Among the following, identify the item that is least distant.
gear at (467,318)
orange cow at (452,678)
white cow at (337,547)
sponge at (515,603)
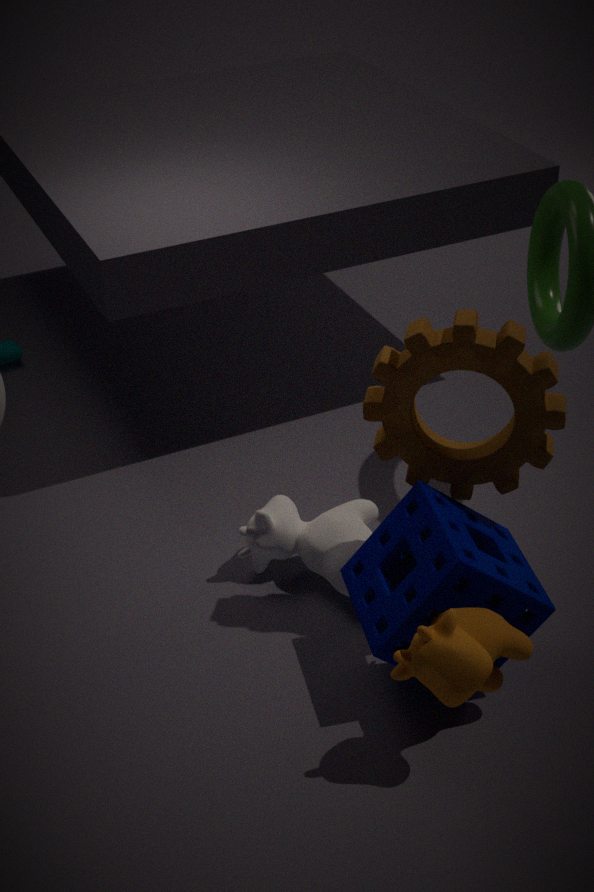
orange cow at (452,678)
